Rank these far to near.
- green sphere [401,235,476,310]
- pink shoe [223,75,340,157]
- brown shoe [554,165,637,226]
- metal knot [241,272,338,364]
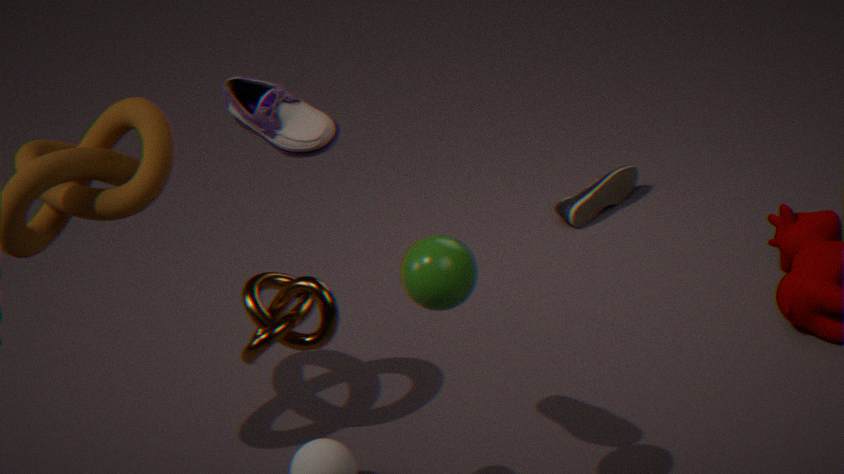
1. brown shoe [554,165,637,226]
2. green sphere [401,235,476,310]
3. metal knot [241,272,338,364]
4. pink shoe [223,75,340,157]
